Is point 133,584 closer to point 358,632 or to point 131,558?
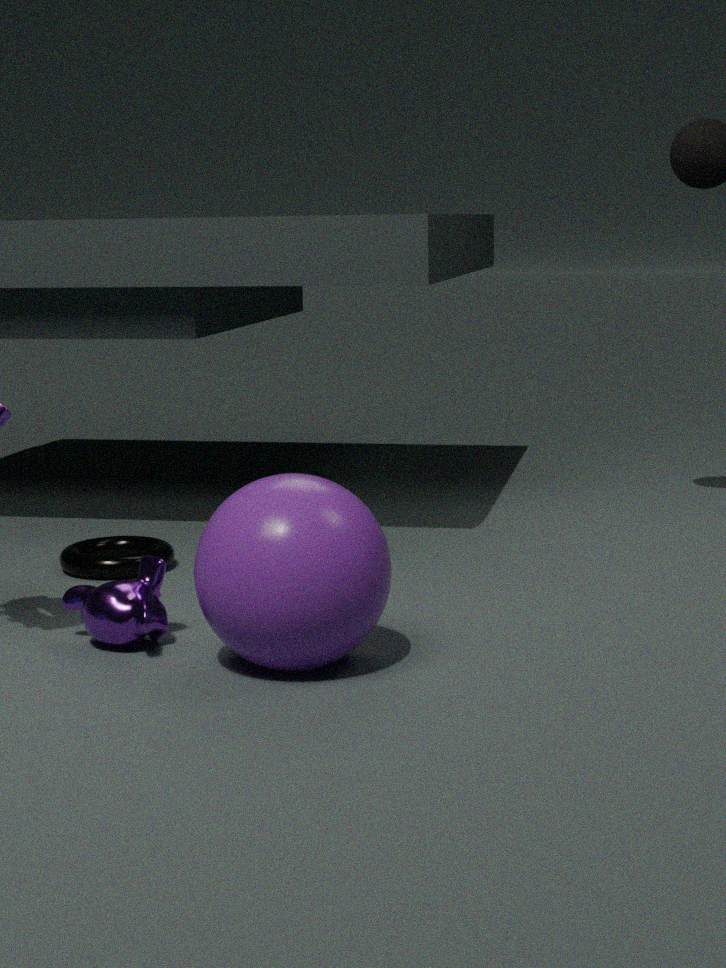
point 358,632
